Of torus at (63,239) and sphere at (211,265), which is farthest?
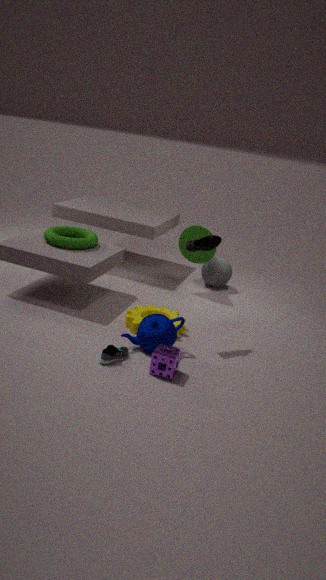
sphere at (211,265)
